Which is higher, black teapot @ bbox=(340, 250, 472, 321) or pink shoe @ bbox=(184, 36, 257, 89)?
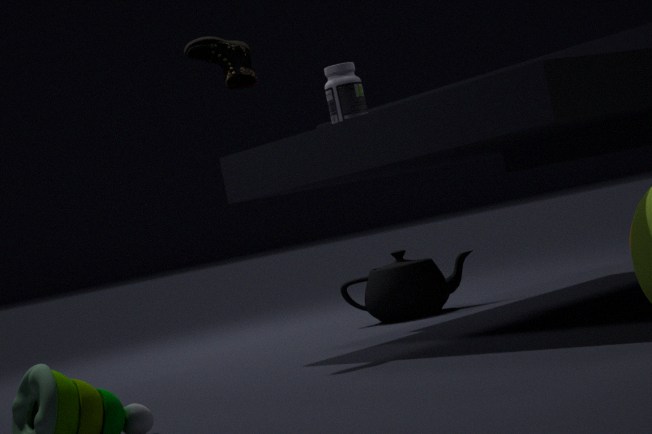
pink shoe @ bbox=(184, 36, 257, 89)
